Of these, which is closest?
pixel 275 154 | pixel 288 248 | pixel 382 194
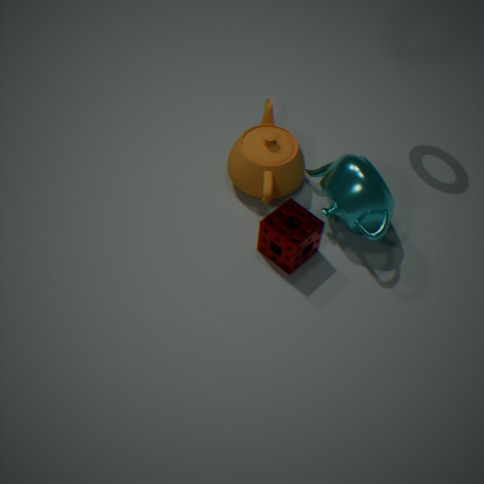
pixel 288 248
